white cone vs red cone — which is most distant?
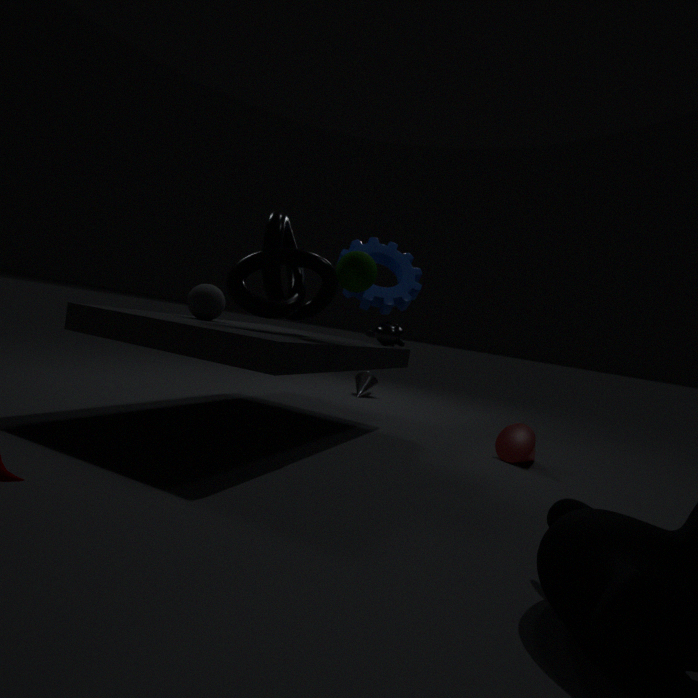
white cone
